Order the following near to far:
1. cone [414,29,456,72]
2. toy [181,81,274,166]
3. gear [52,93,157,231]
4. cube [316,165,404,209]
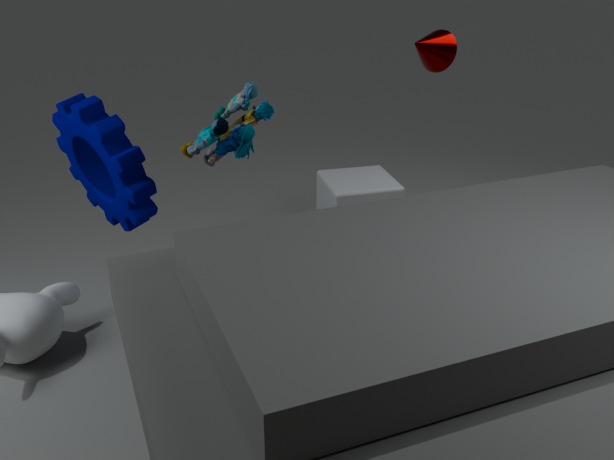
toy [181,81,274,166], gear [52,93,157,231], cube [316,165,404,209], cone [414,29,456,72]
